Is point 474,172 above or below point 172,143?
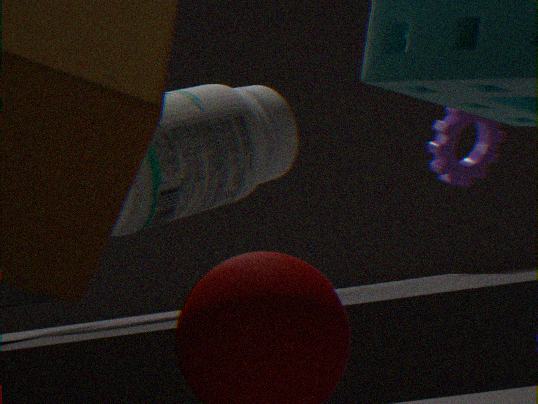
below
